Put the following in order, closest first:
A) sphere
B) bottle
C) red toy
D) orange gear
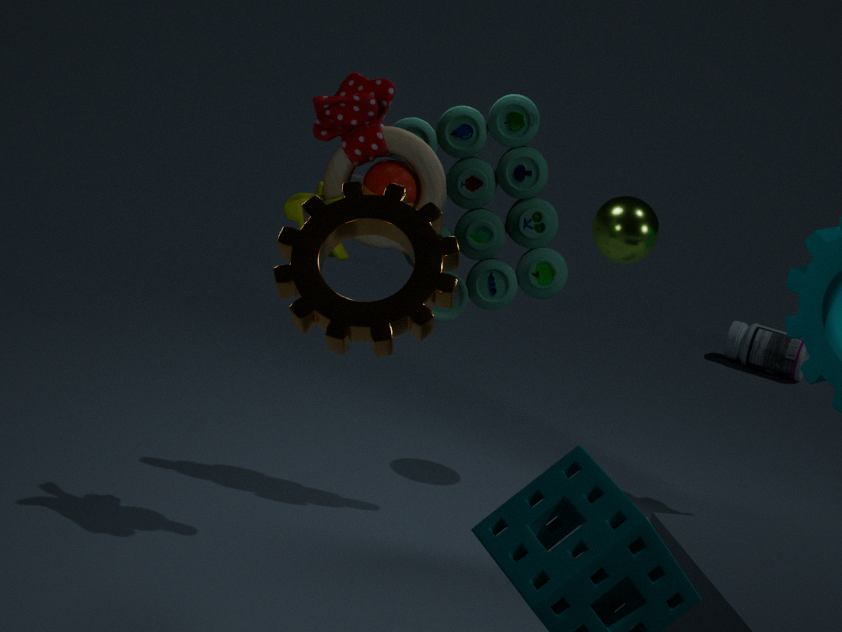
orange gear < red toy < sphere < bottle
